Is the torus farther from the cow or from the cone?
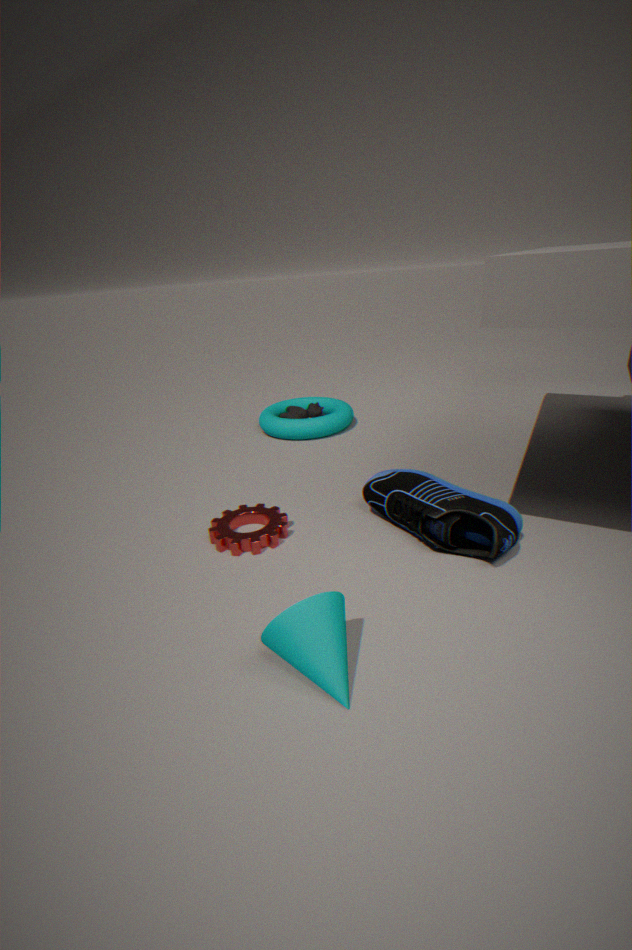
the cone
